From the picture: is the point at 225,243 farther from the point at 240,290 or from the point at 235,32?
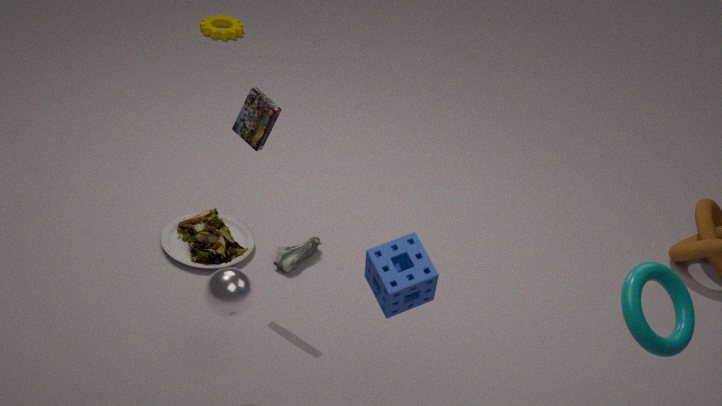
the point at 235,32
